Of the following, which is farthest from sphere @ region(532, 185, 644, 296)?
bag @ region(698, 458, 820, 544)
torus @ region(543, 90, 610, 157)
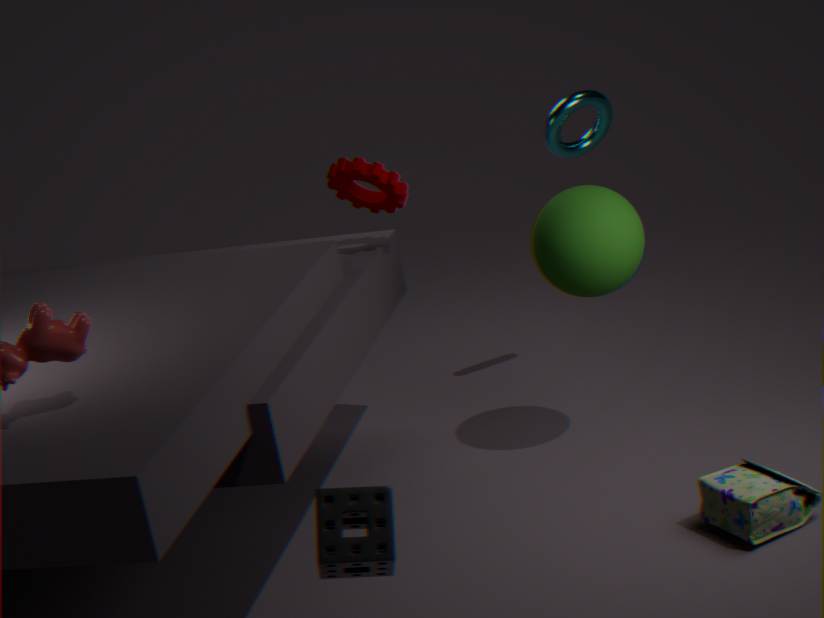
bag @ region(698, 458, 820, 544)
